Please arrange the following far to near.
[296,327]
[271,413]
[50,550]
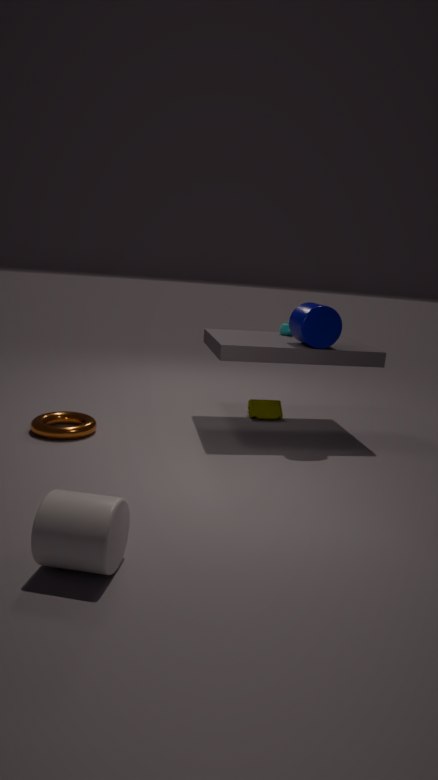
1. [271,413]
2. [296,327]
3. [50,550]
